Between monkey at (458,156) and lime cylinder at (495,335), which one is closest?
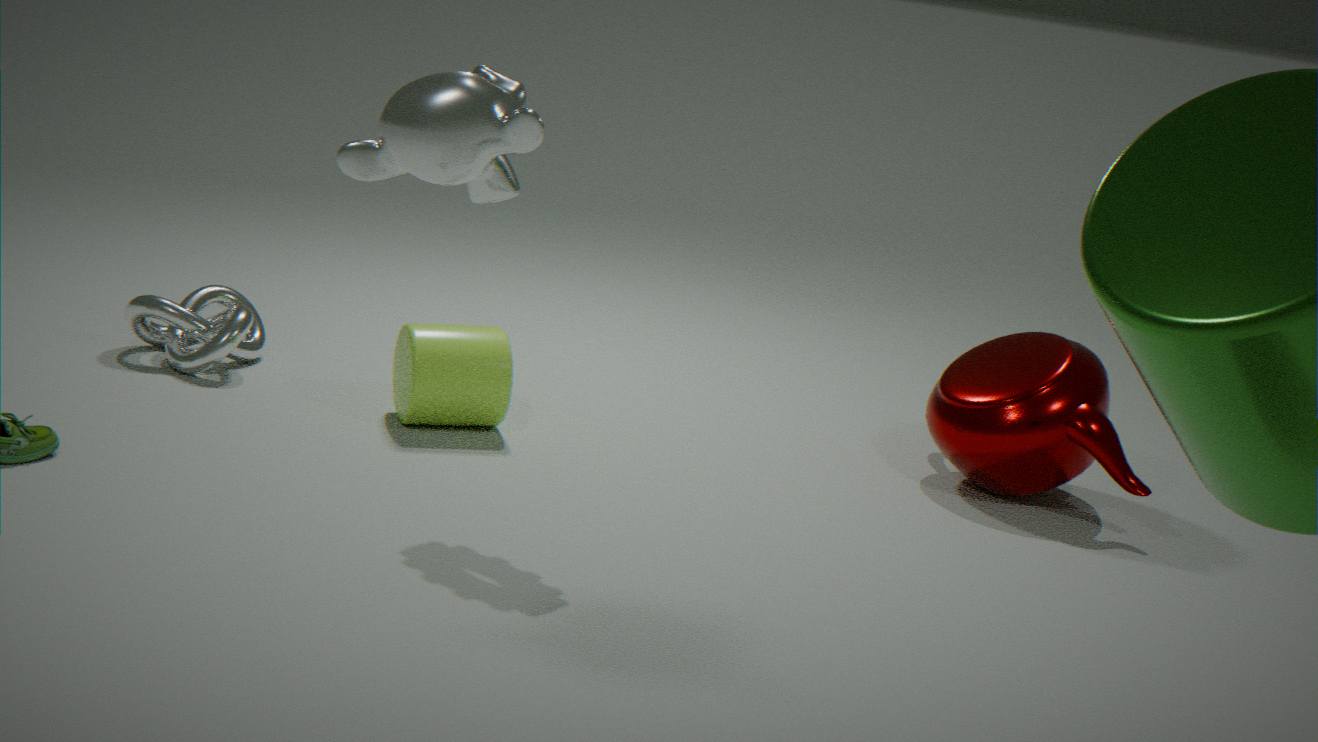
monkey at (458,156)
